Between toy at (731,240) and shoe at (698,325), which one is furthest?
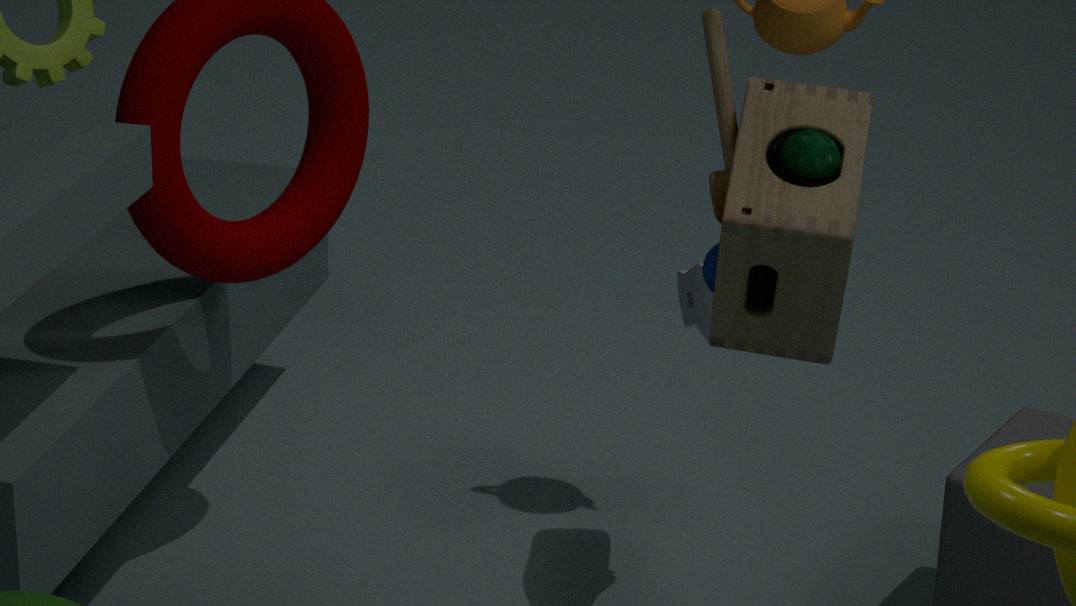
shoe at (698,325)
